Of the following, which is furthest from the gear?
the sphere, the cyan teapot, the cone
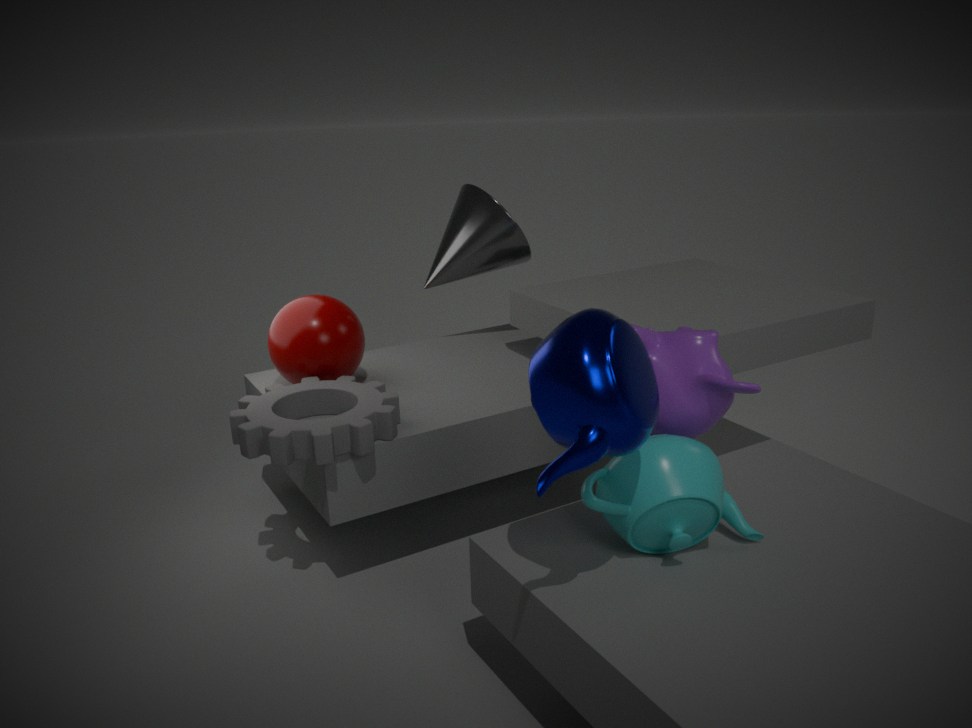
the cyan teapot
